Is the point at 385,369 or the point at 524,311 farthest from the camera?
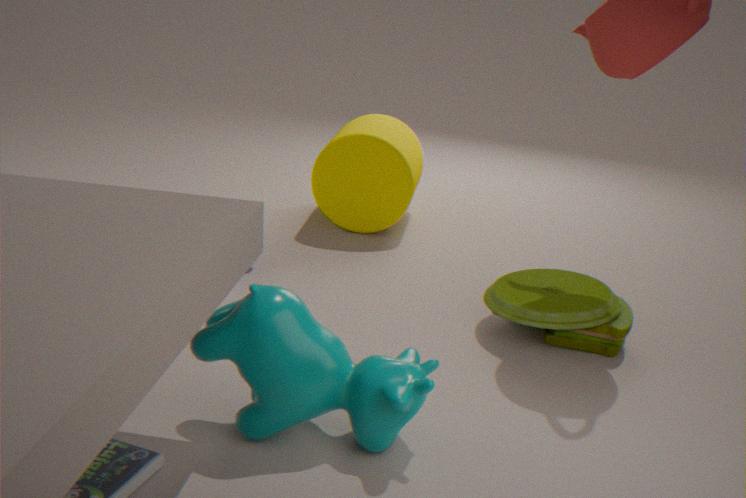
the point at 524,311
